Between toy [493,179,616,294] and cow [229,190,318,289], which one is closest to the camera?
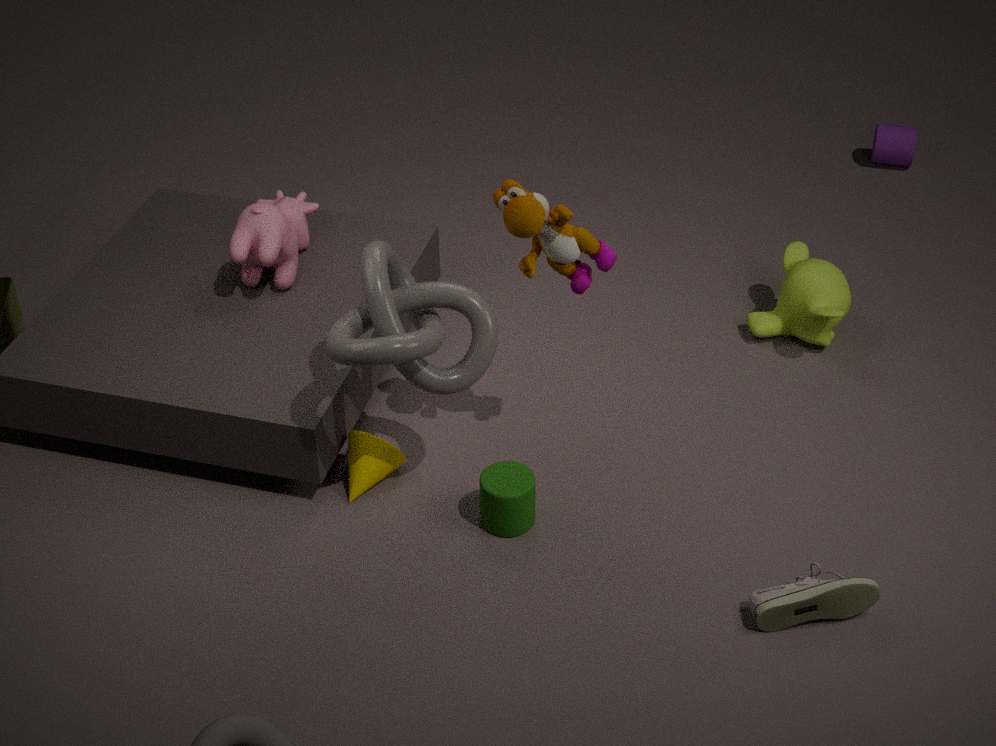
toy [493,179,616,294]
